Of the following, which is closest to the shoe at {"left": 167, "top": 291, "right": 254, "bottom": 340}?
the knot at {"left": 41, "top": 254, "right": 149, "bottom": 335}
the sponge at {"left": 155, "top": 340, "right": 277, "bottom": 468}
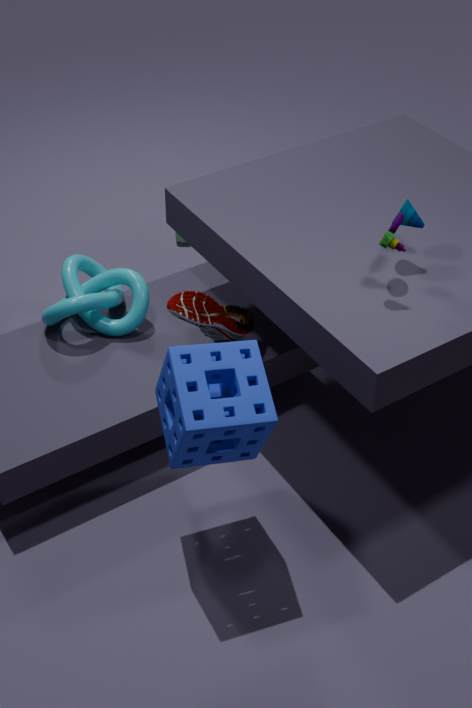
the knot at {"left": 41, "top": 254, "right": 149, "bottom": 335}
